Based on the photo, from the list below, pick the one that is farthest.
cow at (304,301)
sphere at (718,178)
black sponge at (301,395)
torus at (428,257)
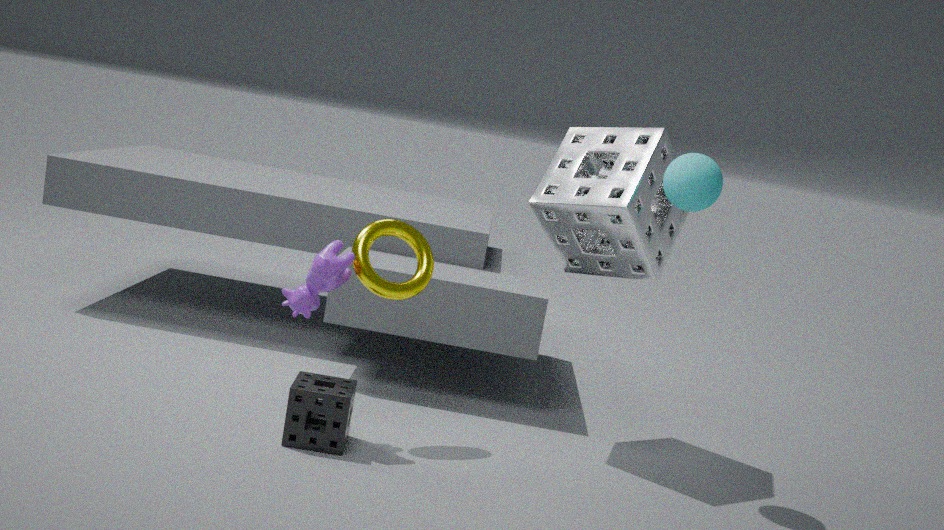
torus at (428,257)
